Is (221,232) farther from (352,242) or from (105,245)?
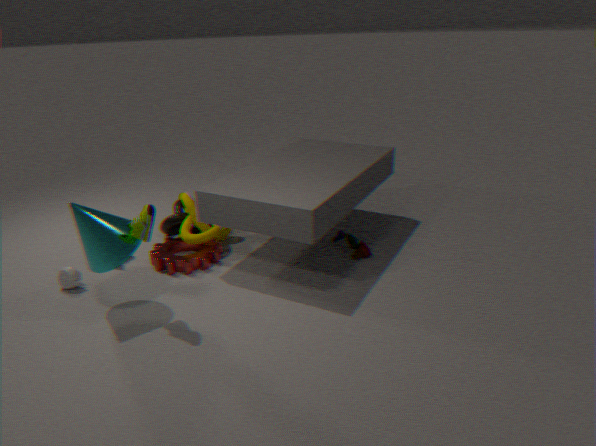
(352,242)
